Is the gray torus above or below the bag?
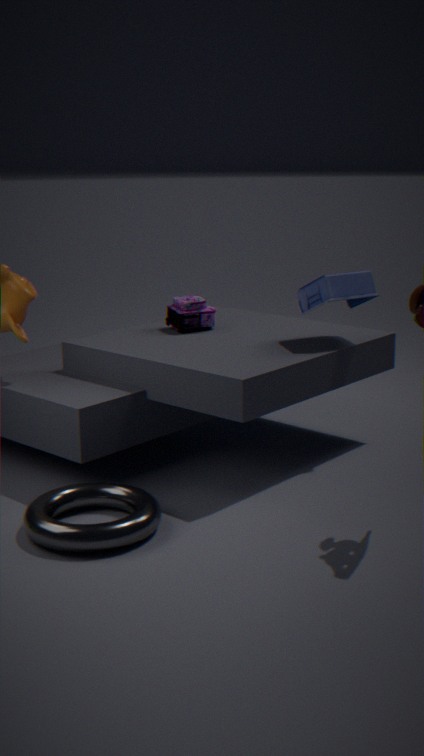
below
